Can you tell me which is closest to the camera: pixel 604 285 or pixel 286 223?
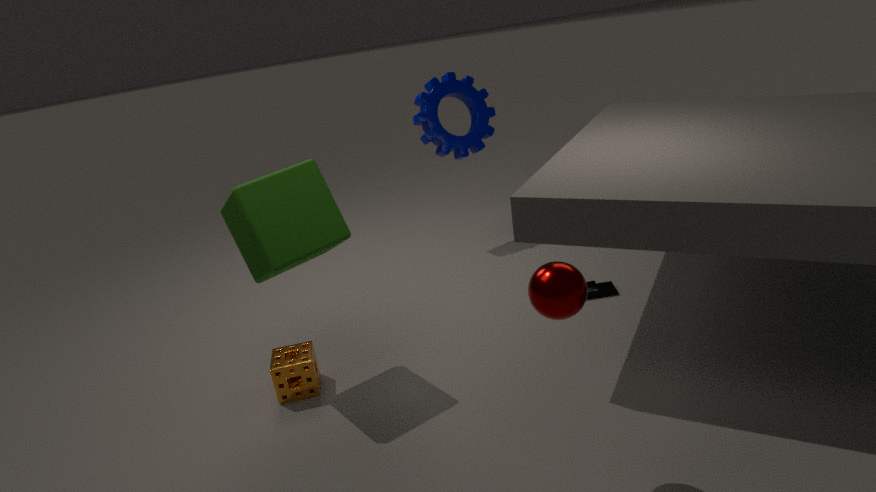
pixel 286 223
